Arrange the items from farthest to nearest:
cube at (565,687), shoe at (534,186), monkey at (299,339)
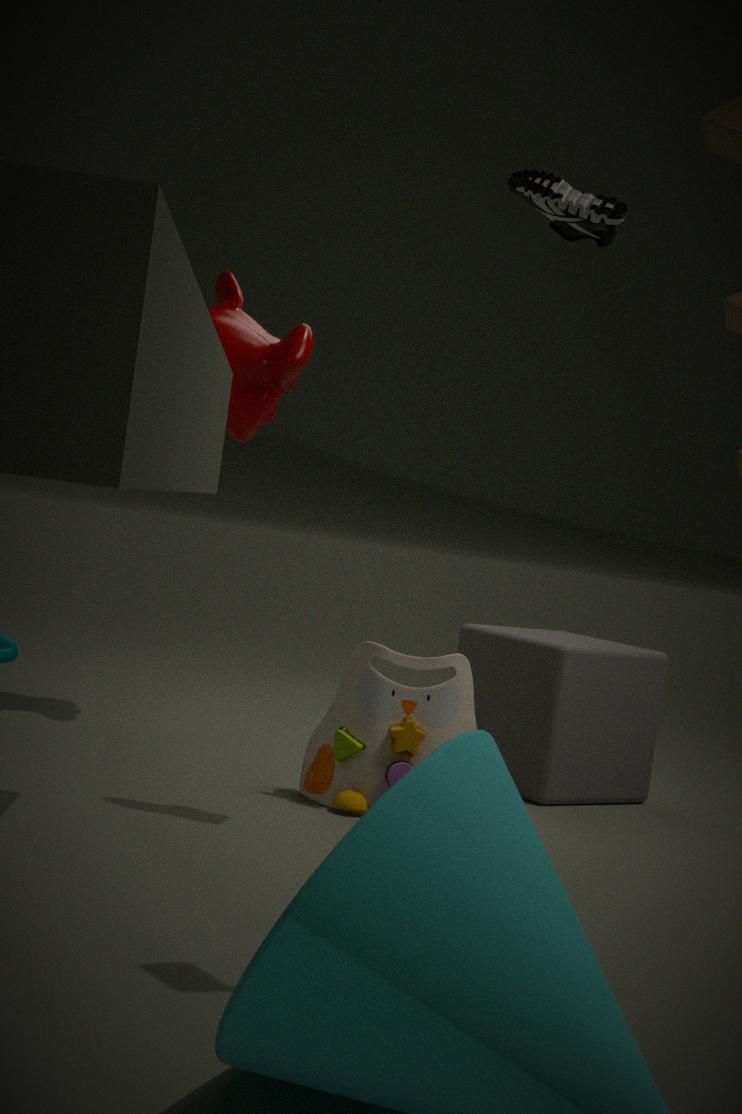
monkey at (299,339) → cube at (565,687) → shoe at (534,186)
